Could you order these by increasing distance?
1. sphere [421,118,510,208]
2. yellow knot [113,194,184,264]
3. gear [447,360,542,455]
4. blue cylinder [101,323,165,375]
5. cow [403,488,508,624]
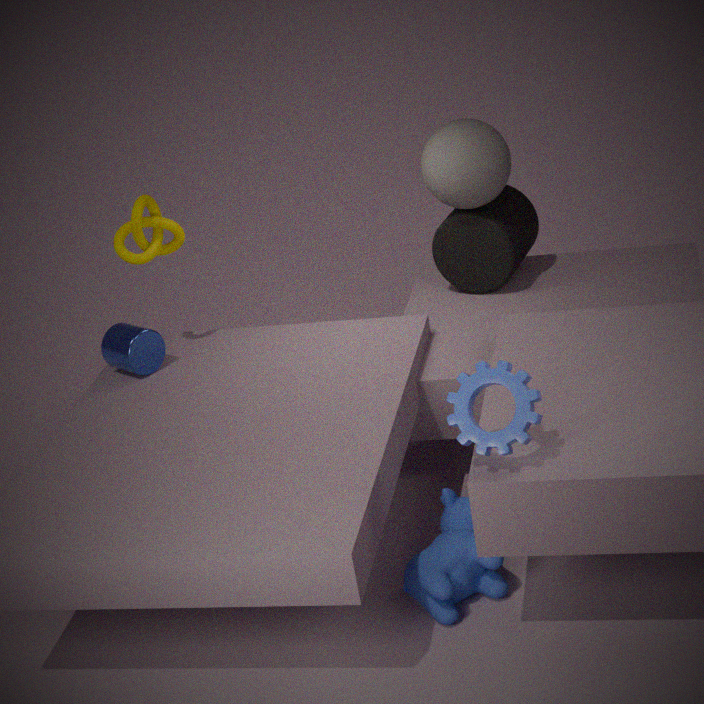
gear [447,360,542,455], cow [403,488,508,624], yellow knot [113,194,184,264], blue cylinder [101,323,165,375], sphere [421,118,510,208]
